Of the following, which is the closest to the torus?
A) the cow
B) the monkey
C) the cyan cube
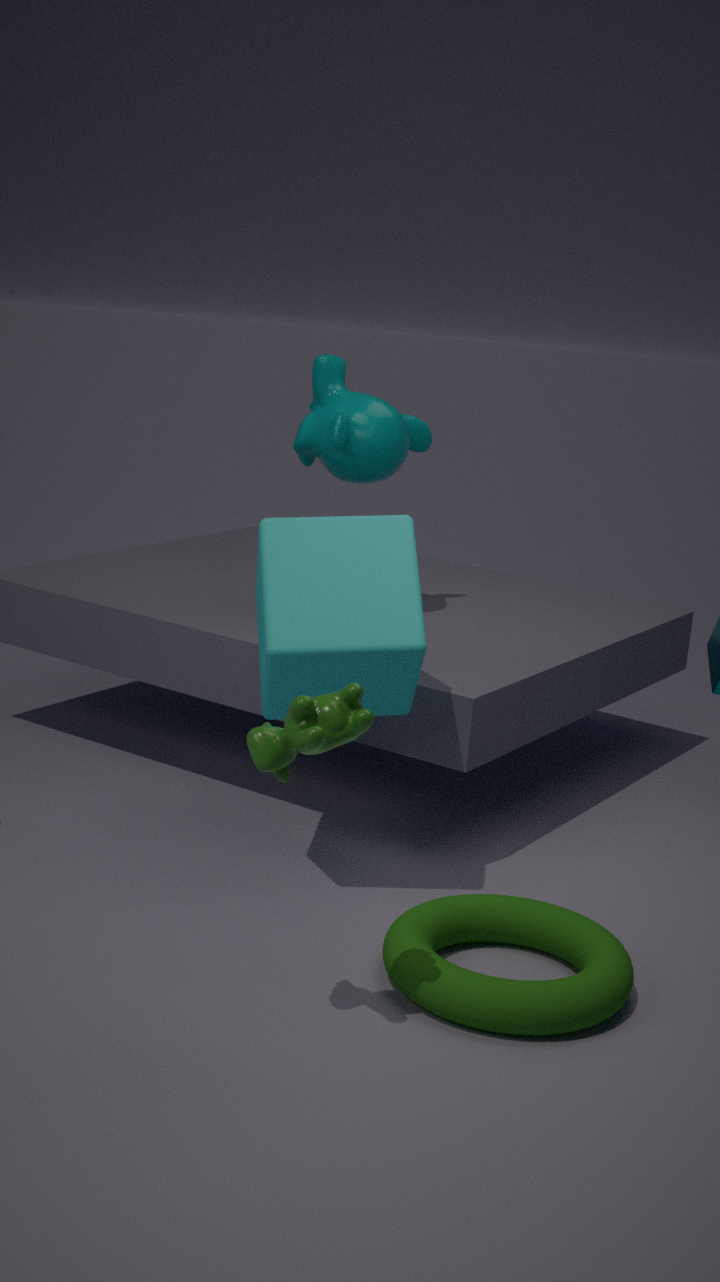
the cyan cube
